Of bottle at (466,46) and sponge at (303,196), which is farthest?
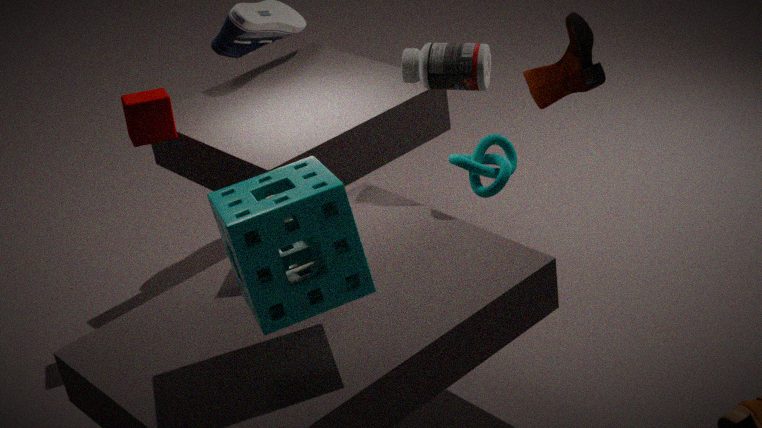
bottle at (466,46)
